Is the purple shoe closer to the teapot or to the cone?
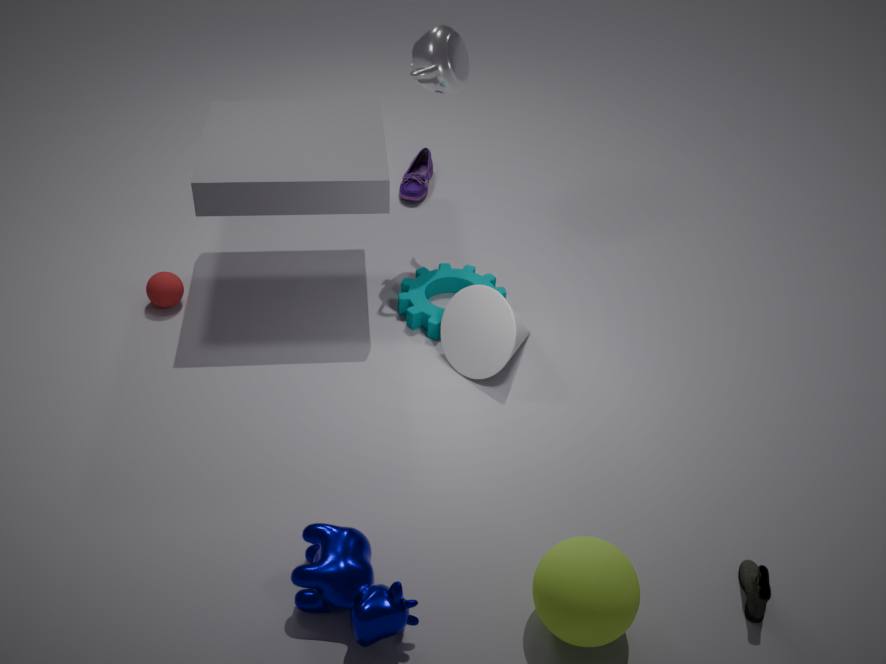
the teapot
